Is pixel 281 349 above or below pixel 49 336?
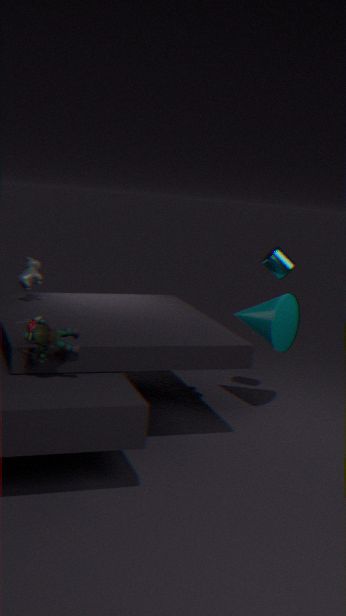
below
